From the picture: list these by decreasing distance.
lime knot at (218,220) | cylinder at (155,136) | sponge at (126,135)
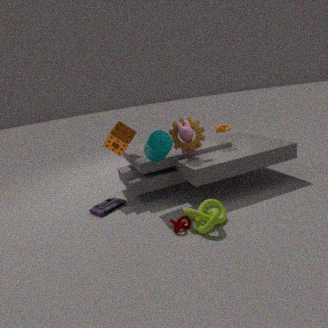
sponge at (126,135), cylinder at (155,136), lime knot at (218,220)
